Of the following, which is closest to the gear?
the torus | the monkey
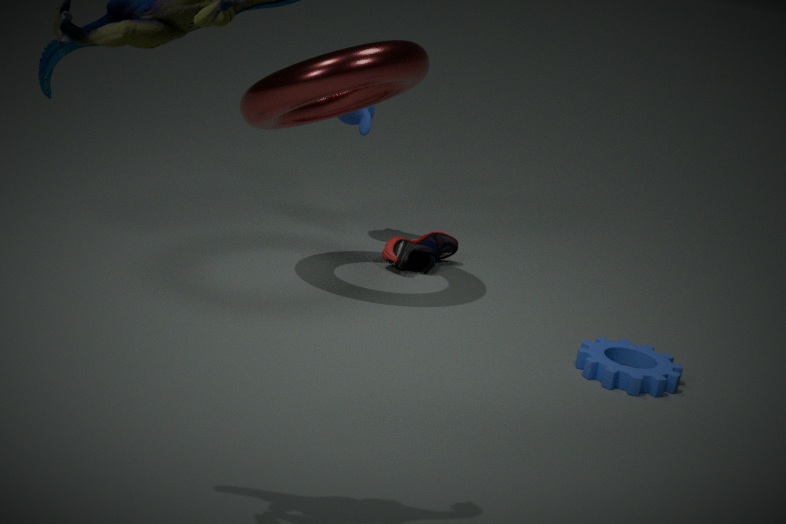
the torus
